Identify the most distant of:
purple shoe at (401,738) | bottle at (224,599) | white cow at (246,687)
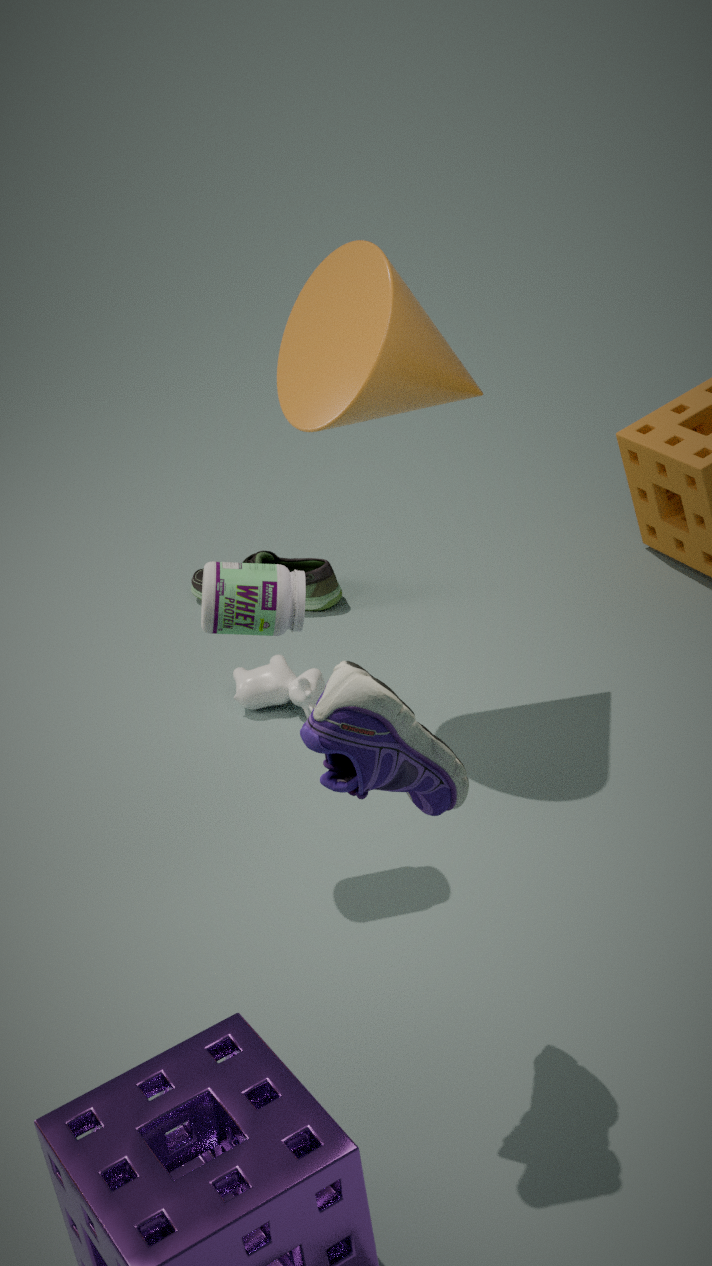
white cow at (246,687)
